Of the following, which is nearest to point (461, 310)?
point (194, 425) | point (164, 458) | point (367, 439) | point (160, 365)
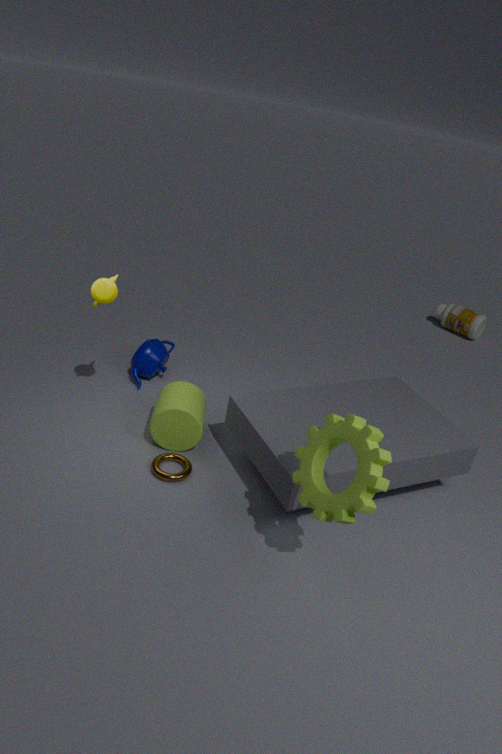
point (160, 365)
